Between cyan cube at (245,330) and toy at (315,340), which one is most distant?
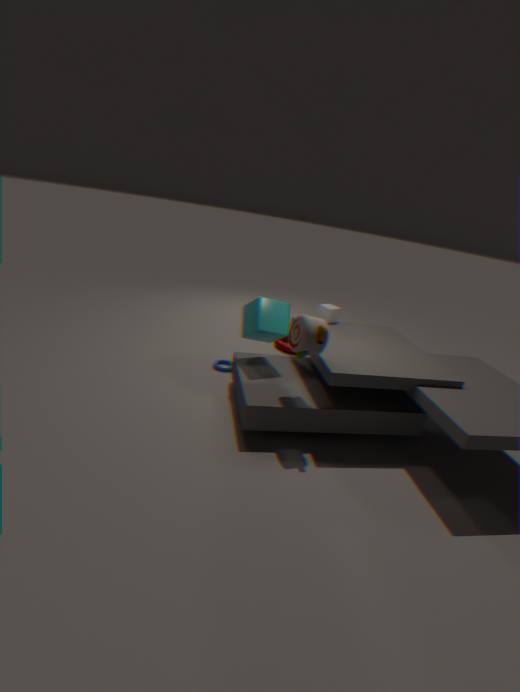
cyan cube at (245,330)
